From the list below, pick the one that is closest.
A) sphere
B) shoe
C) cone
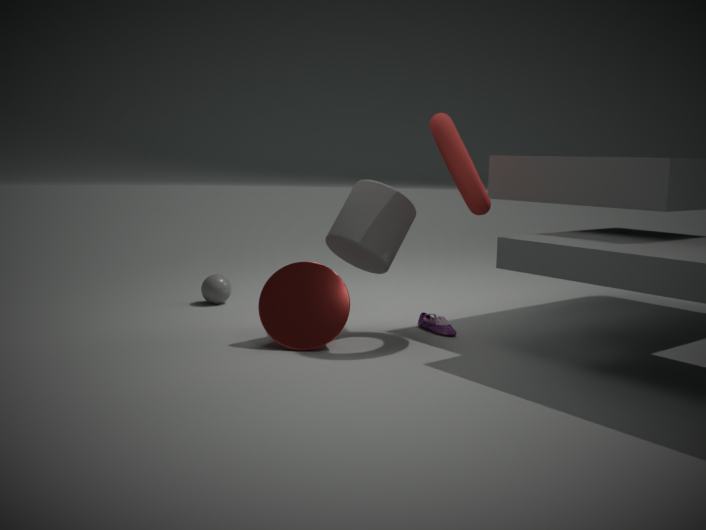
cone
